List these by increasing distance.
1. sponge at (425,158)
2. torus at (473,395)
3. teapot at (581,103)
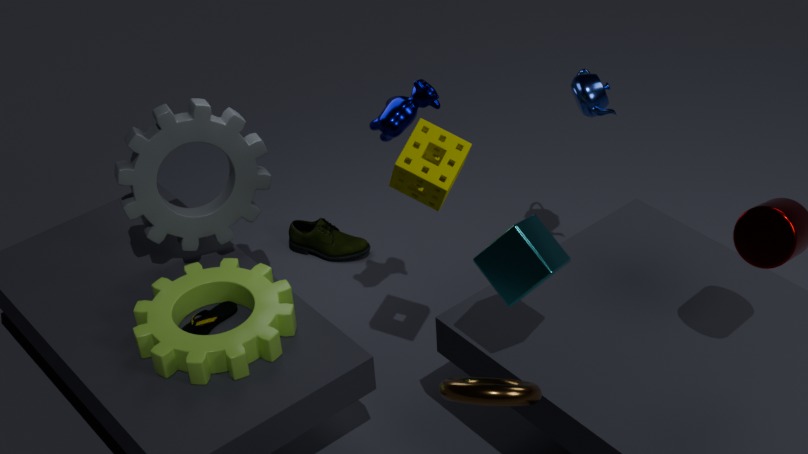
torus at (473,395) → sponge at (425,158) → teapot at (581,103)
